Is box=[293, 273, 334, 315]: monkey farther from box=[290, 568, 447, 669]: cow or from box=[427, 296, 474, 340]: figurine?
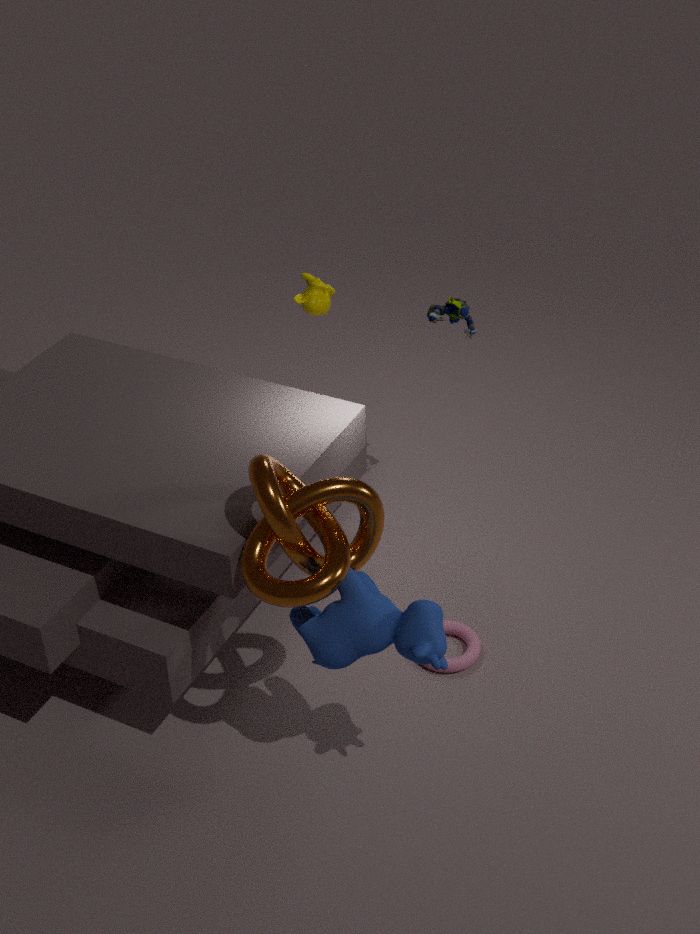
box=[290, 568, 447, 669]: cow
